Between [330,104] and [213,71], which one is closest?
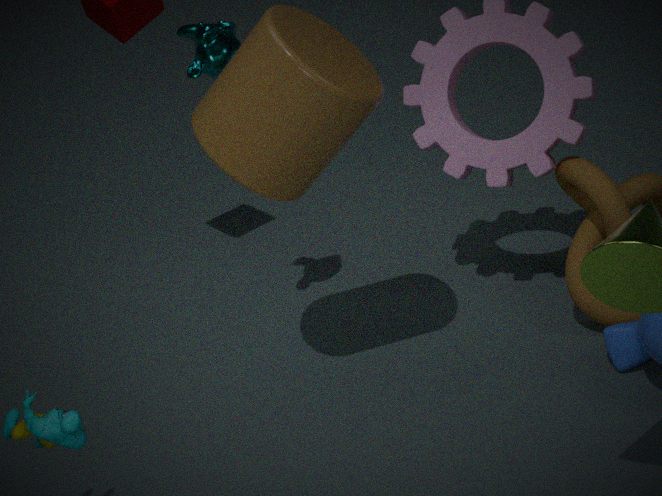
[330,104]
